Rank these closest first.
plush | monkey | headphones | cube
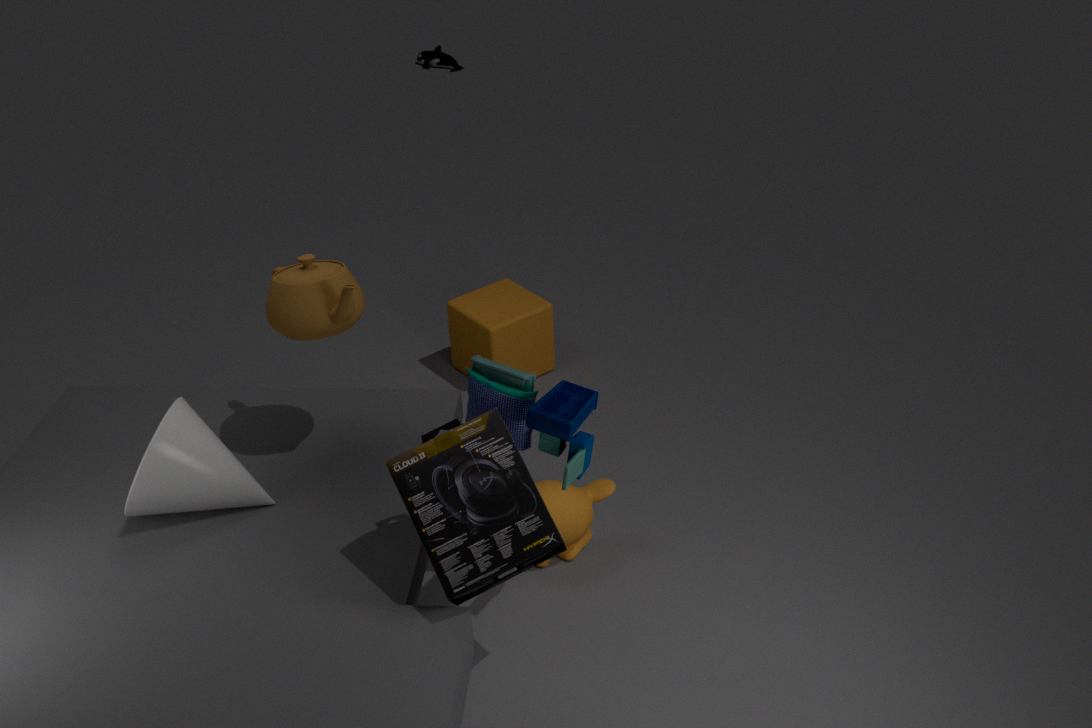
headphones
monkey
cube
plush
